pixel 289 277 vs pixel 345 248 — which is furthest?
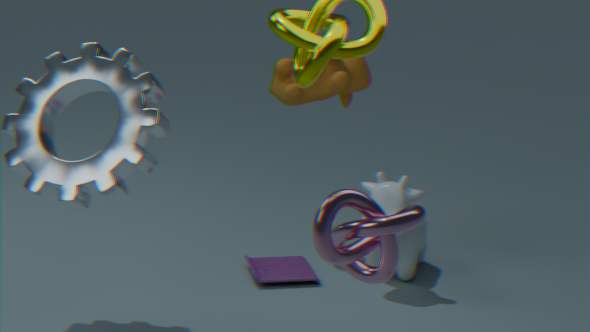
pixel 289 277
